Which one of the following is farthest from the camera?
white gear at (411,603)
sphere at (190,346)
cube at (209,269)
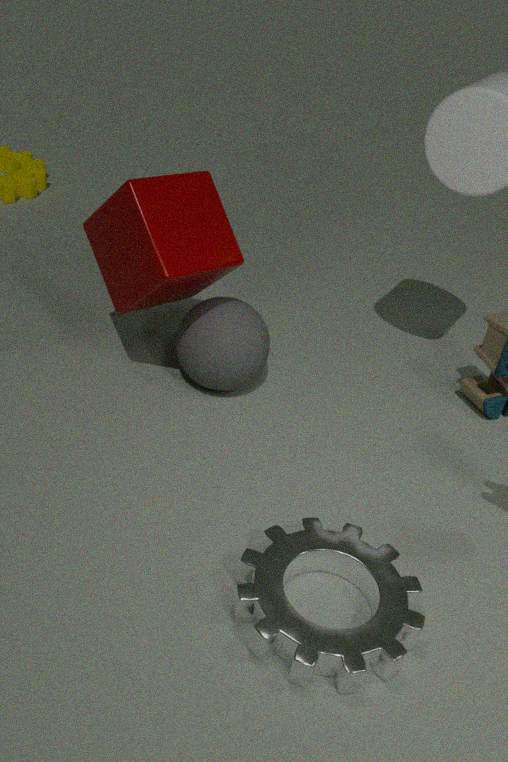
sphere at (190,346)
